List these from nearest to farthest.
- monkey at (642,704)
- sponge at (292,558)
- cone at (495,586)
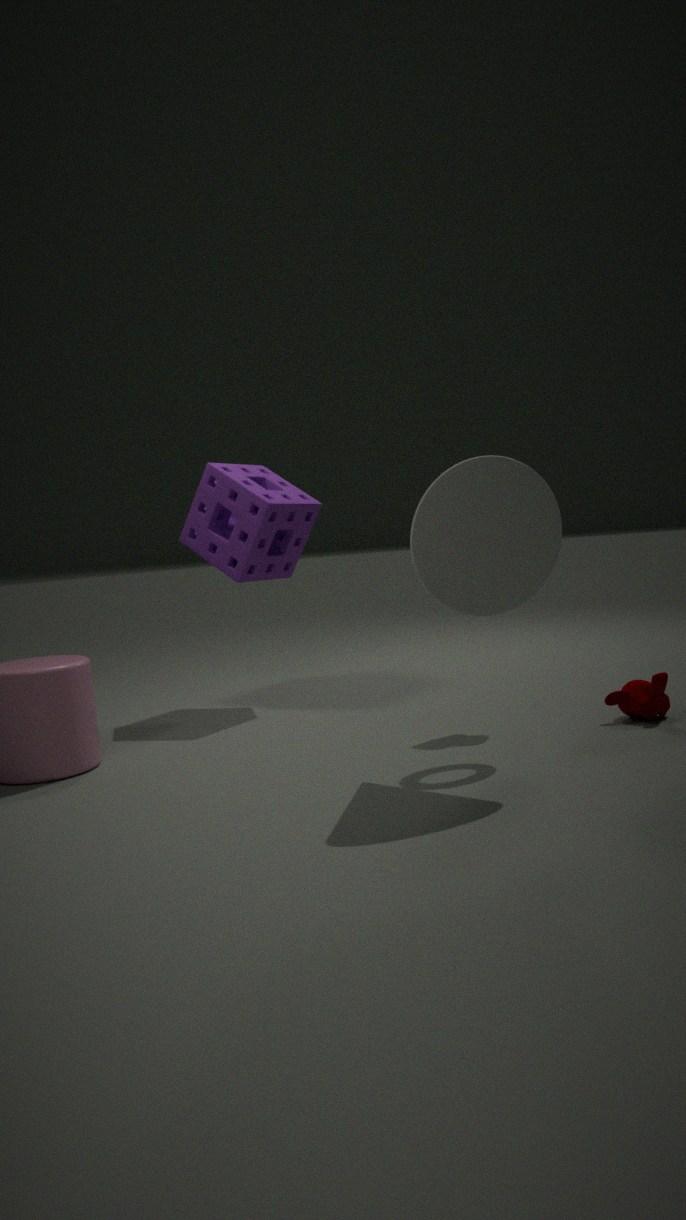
cone at (495,586) < monkey at (642,704) < sponge at (292,558)
